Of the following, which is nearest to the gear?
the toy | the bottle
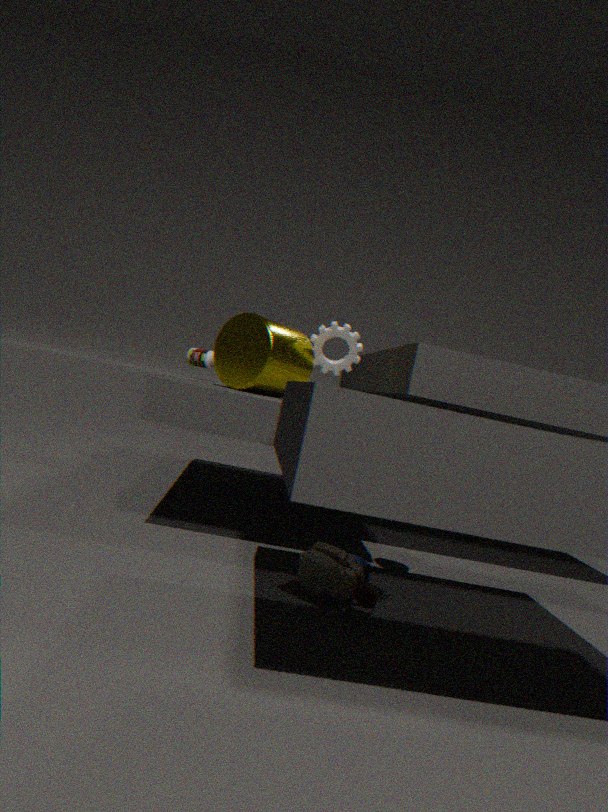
the bottle
